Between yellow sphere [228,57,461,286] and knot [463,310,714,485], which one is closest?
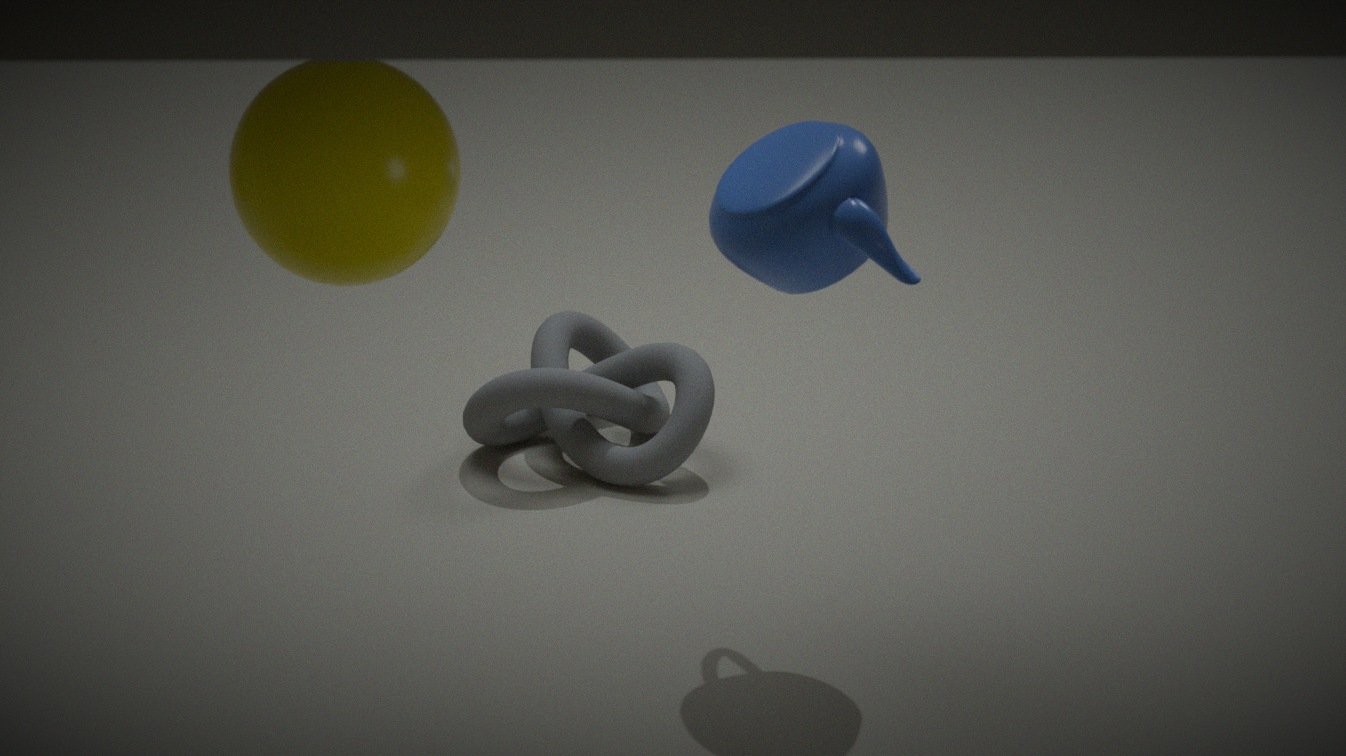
yellow sphere [228,57,461,286]
